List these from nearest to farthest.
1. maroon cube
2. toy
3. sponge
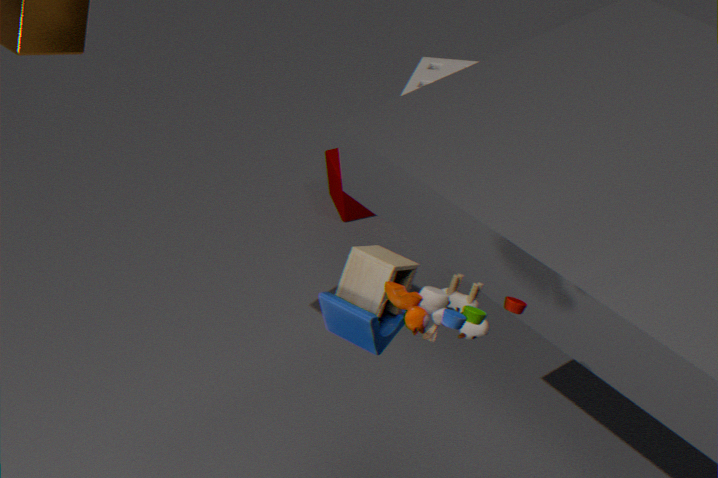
toy
maroon cube
sponge
